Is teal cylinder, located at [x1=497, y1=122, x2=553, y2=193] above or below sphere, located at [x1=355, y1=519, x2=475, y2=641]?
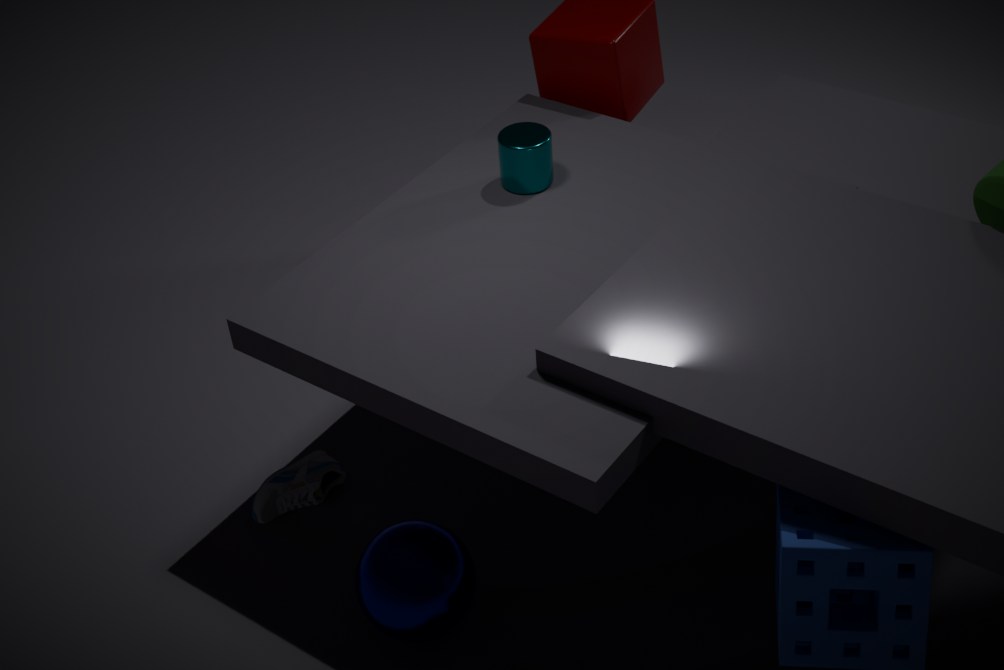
above
